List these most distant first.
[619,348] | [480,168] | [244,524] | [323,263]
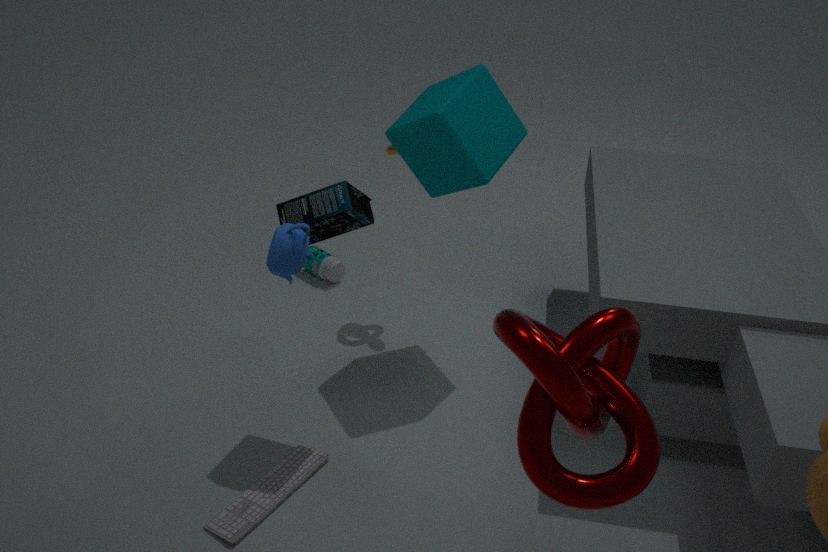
[323,263]
[480,168]
[244,524]
[619,348]
